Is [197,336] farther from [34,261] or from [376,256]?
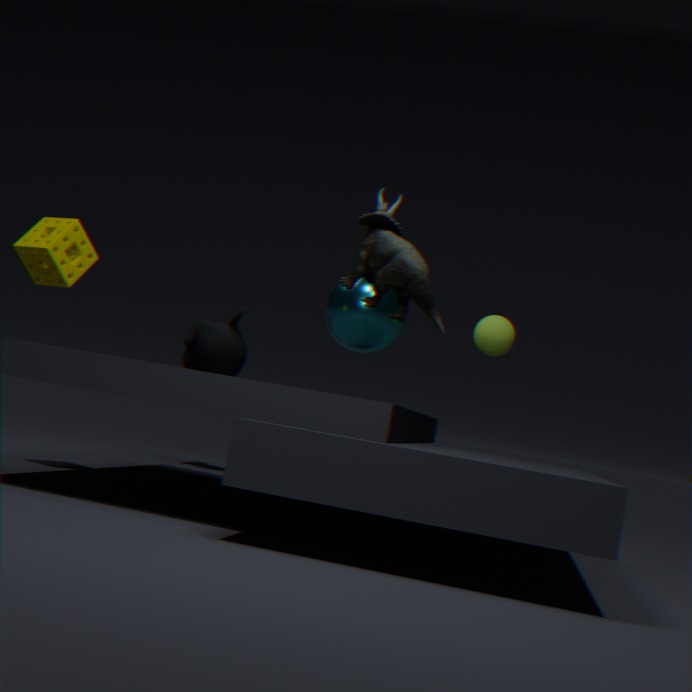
[376,256]
